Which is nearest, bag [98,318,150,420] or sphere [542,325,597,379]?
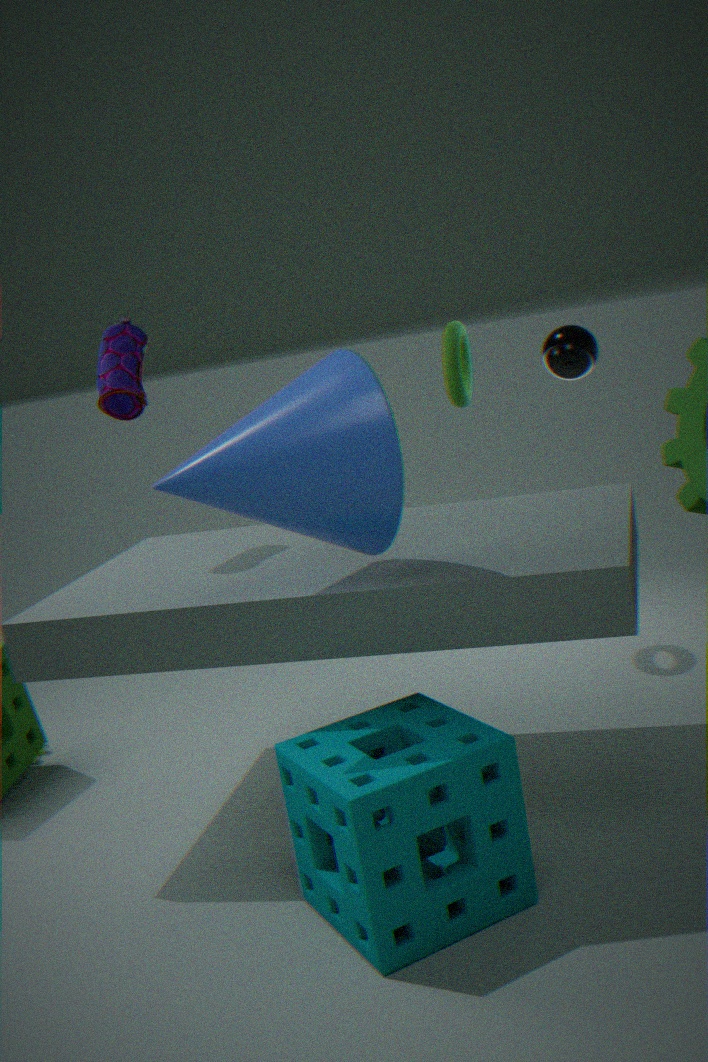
bag [98,318,150,420]
